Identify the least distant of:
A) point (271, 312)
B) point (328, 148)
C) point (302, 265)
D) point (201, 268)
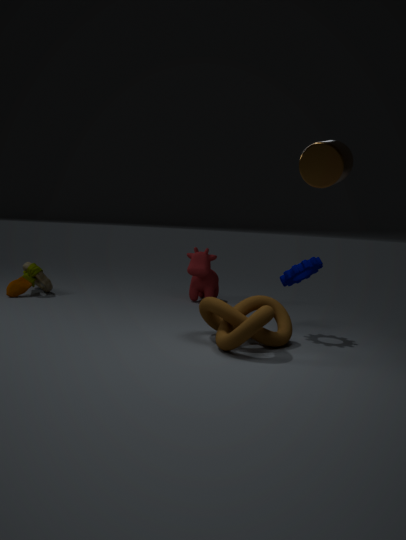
point (328, 148)
